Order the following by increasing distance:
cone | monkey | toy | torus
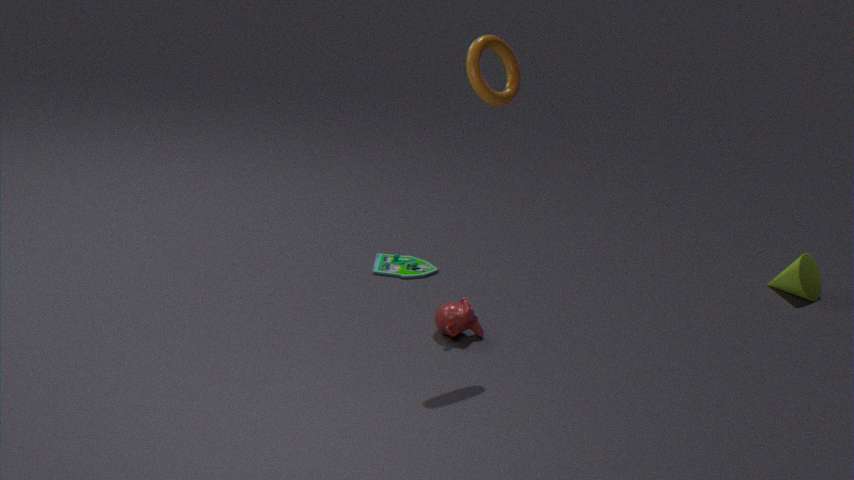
torus → monkey → toy → cone
